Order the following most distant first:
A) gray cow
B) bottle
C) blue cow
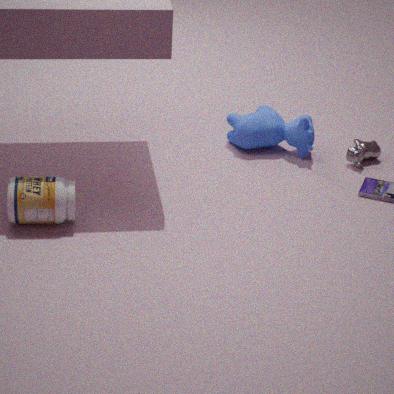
blue cow → gray cow → bottle
